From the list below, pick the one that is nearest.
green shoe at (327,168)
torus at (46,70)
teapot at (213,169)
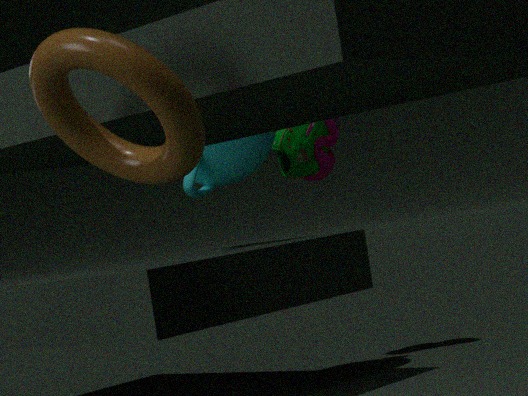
torus at (46,70)
